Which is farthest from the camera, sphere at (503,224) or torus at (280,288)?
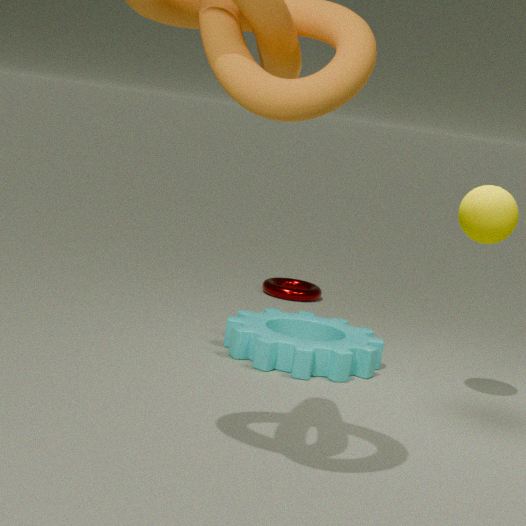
torus at (280,288)
